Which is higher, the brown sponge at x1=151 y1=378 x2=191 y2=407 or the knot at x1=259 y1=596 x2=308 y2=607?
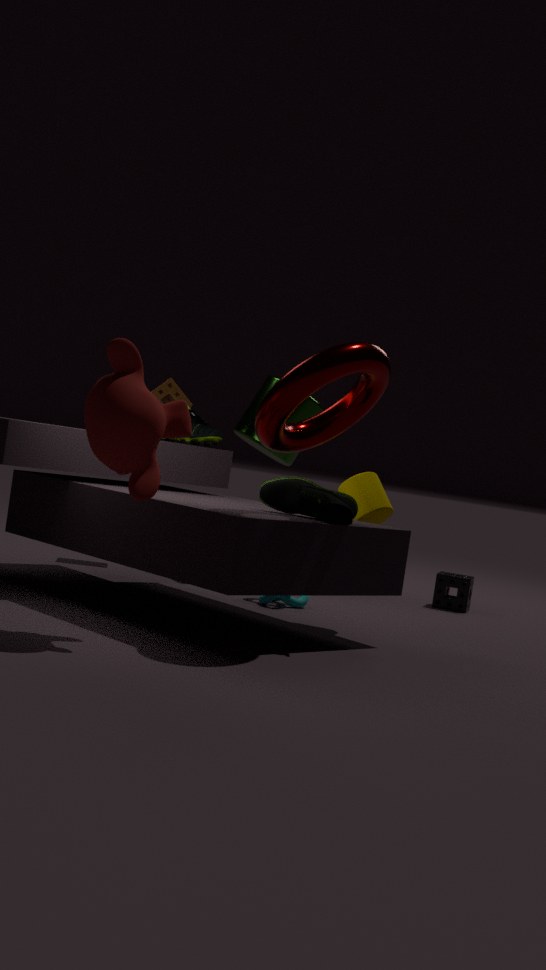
the brown sponge at x1=151 y1=378 x2=191 y2=407
